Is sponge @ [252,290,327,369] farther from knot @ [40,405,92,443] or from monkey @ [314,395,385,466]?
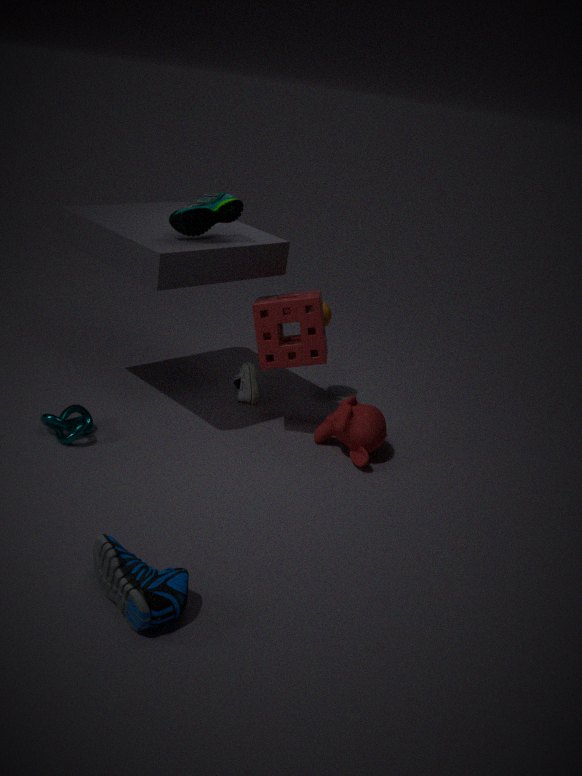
knot @ [40,405,92,443]
